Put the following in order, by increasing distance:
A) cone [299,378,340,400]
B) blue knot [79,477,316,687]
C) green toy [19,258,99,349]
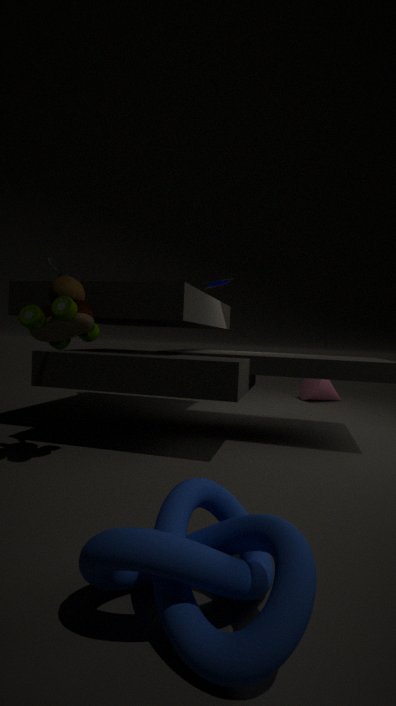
blue knot [79,477,316,687]
green toy [19,258,99,349]
cone [299,378,340,400]
